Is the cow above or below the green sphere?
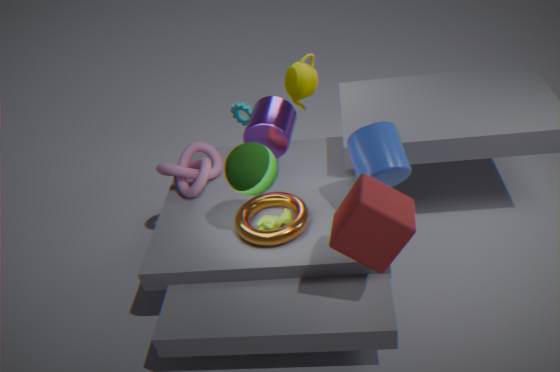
below
